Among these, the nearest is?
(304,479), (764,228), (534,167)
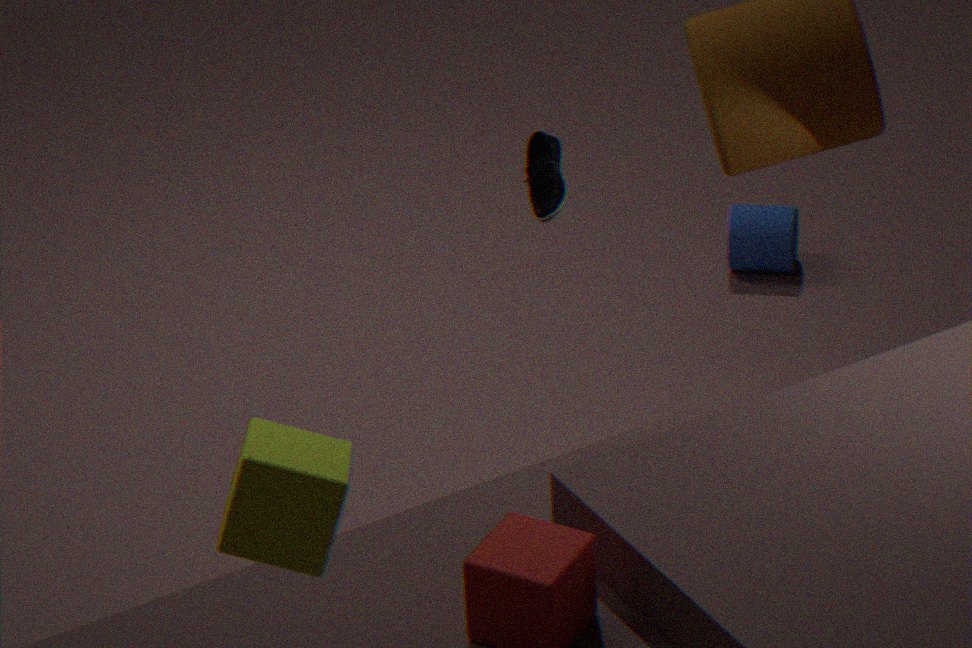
(304,479)
